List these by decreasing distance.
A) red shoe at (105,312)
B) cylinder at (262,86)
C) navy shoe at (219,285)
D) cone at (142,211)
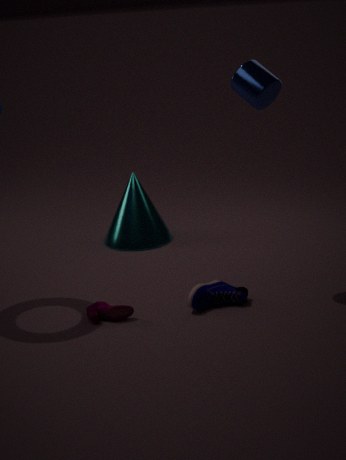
cone at (142,211) < navy shoe at (219,285) < red shoe at (105,312) < cylinder at (262,86)
